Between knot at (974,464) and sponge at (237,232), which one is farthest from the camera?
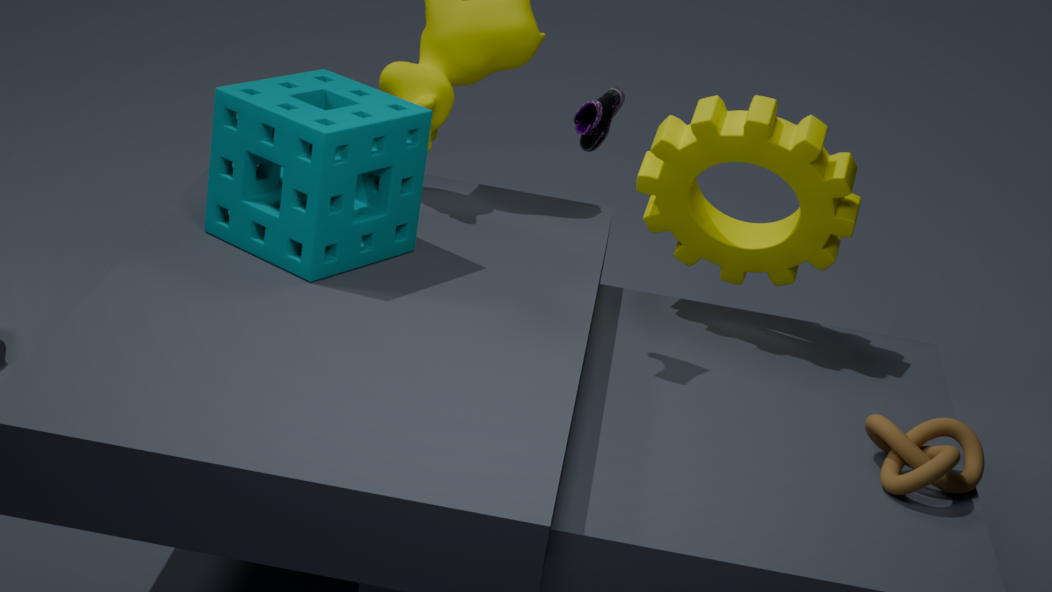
sponge at (237,232)
